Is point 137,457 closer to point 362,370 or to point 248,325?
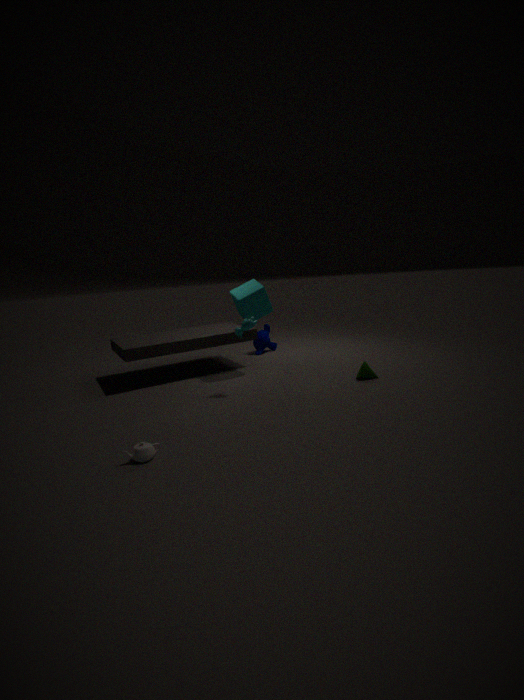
point 248,325
